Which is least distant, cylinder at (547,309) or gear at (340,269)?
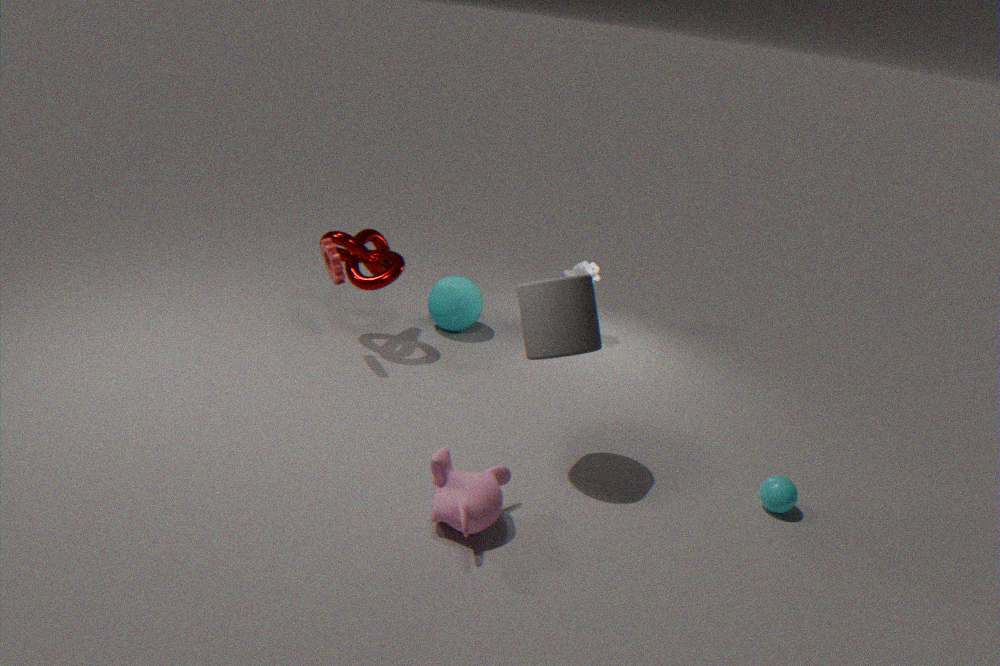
cylinder at (547,309)
